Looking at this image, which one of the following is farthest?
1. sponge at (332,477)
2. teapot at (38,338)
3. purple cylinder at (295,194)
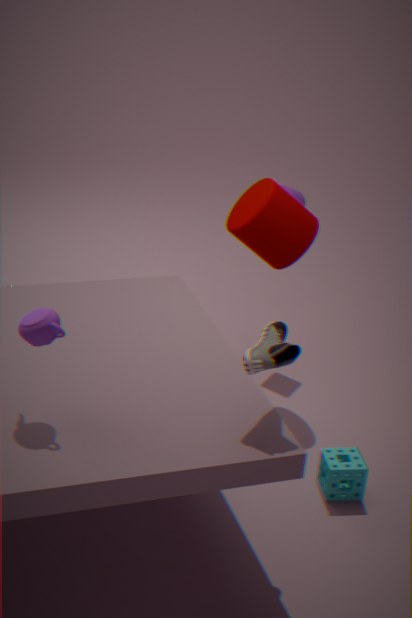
purple cylinder at (295,194)
